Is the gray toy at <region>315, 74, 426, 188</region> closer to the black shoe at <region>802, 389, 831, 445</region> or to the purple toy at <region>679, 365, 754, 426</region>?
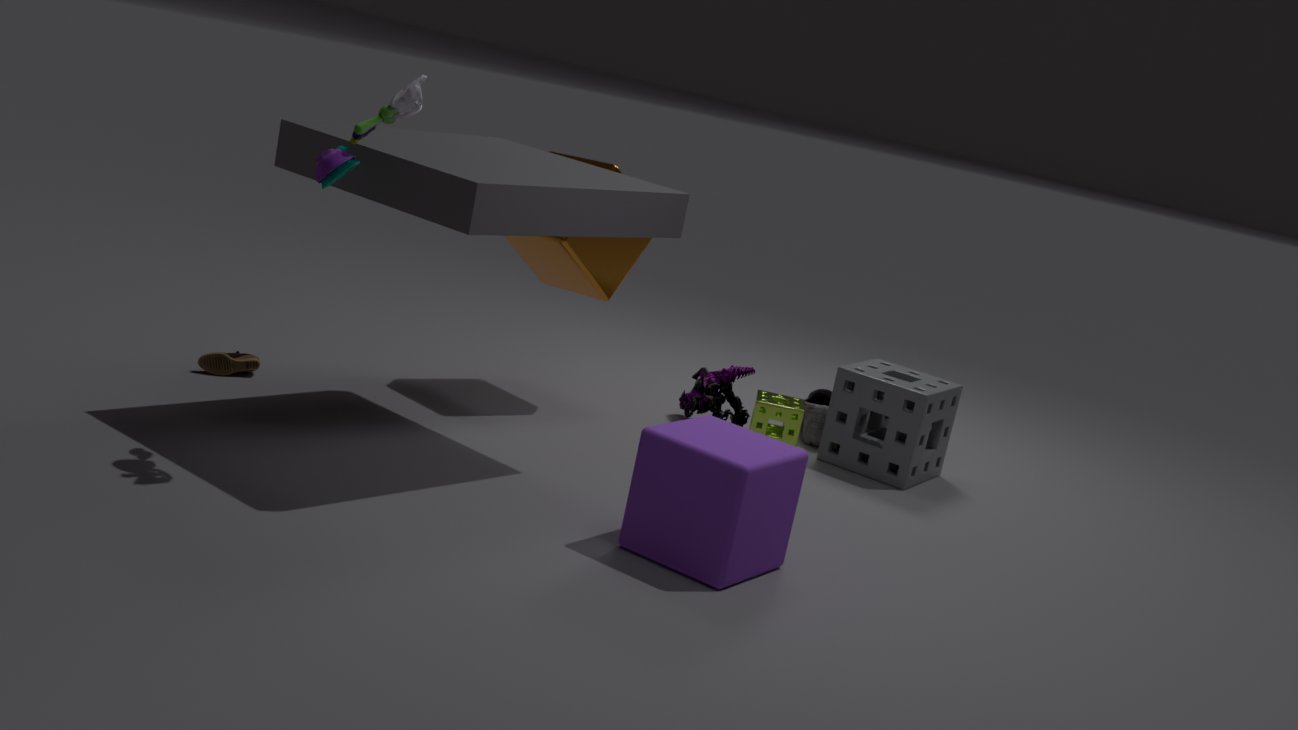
the purple toy at <region>679, 365, 754, 426</region>
